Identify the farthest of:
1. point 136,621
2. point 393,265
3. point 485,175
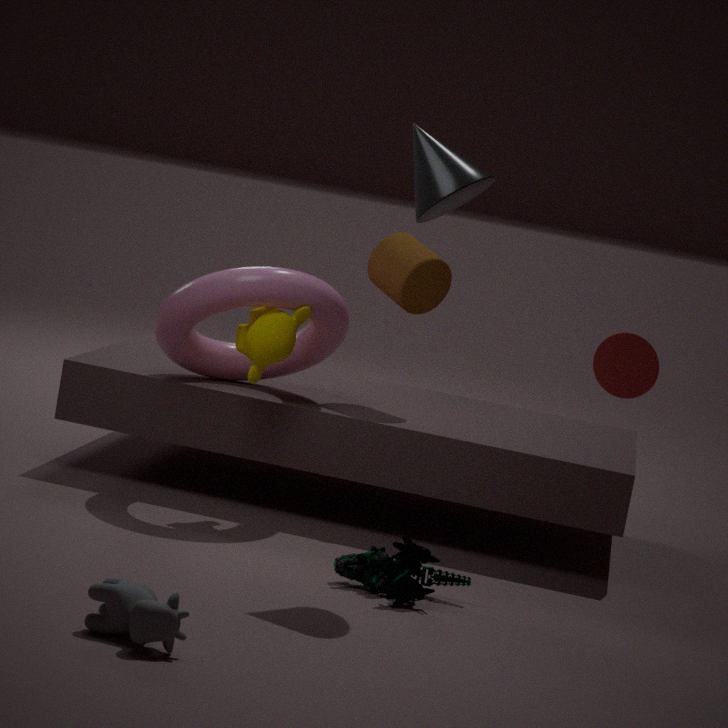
point 393,265
